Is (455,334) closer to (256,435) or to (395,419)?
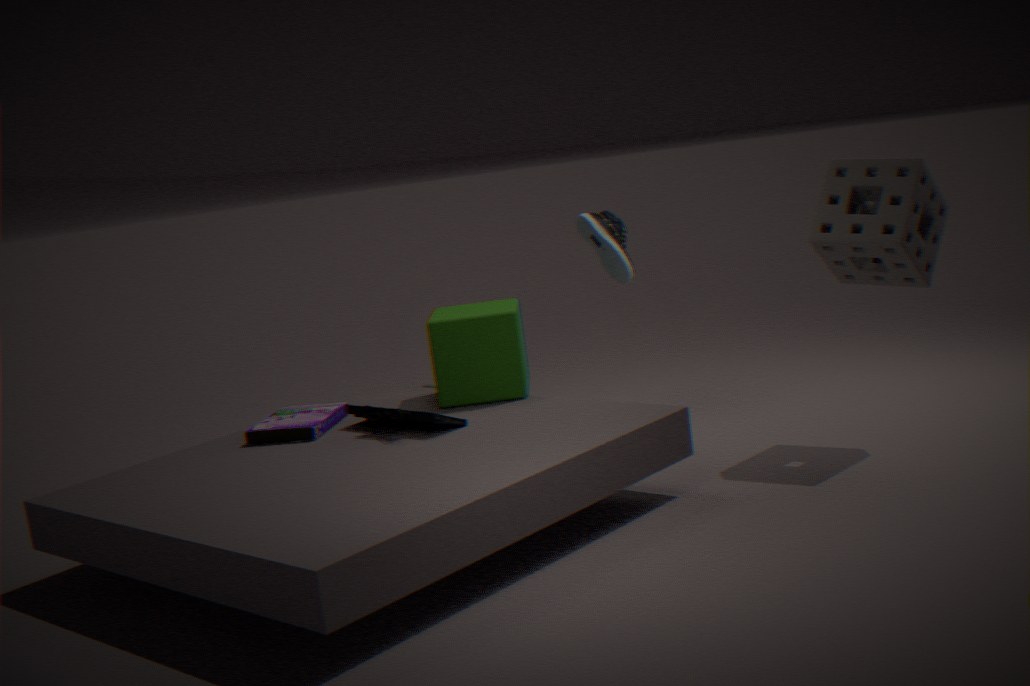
(395,419)
